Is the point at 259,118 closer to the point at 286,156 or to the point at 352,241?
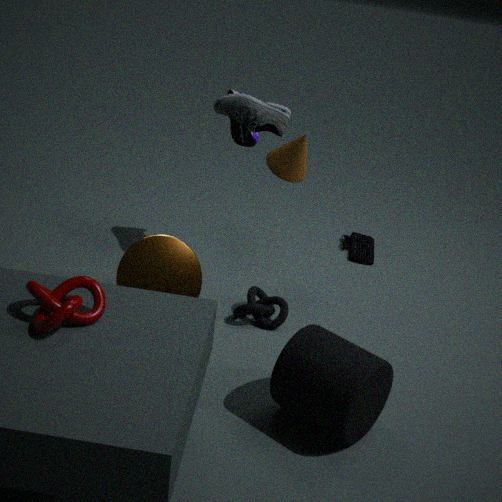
the point at 286,156
